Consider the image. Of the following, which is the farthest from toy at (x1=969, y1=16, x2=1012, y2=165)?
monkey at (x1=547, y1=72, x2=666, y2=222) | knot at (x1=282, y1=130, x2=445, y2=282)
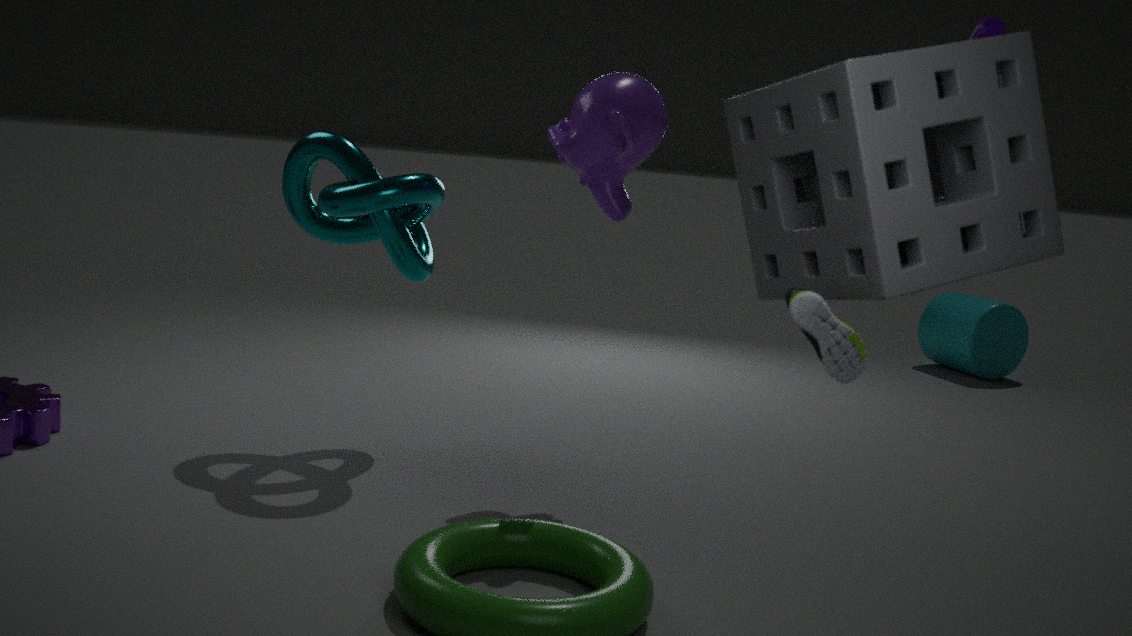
knot at (x1=282, y1=130, x2=445, y2=282)
